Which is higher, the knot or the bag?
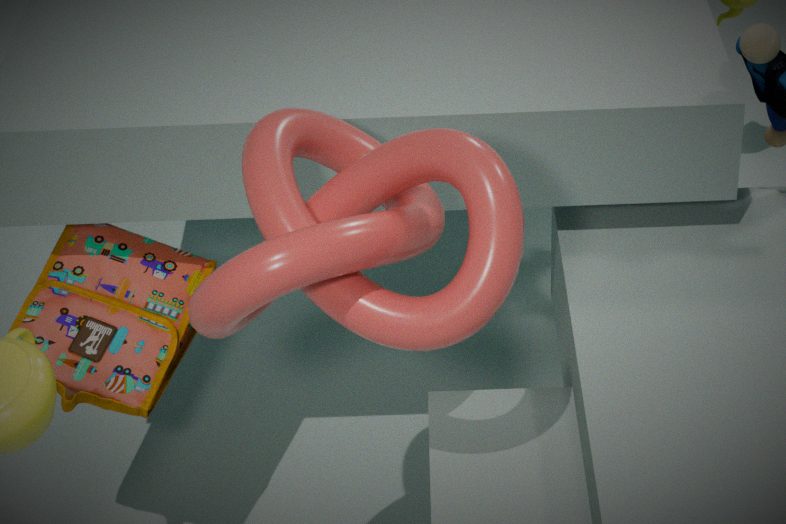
the knot
